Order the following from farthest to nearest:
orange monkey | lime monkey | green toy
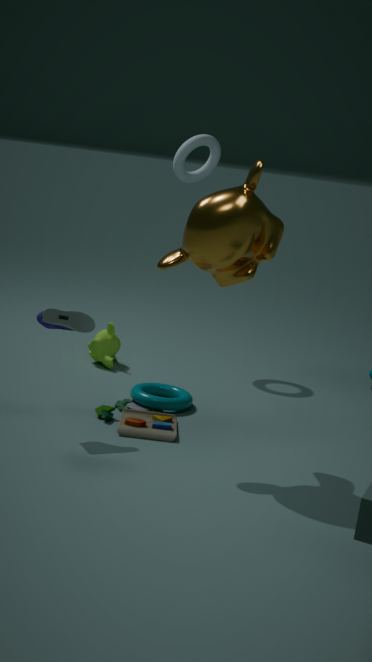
lime monkey → green toy → orange monkey
